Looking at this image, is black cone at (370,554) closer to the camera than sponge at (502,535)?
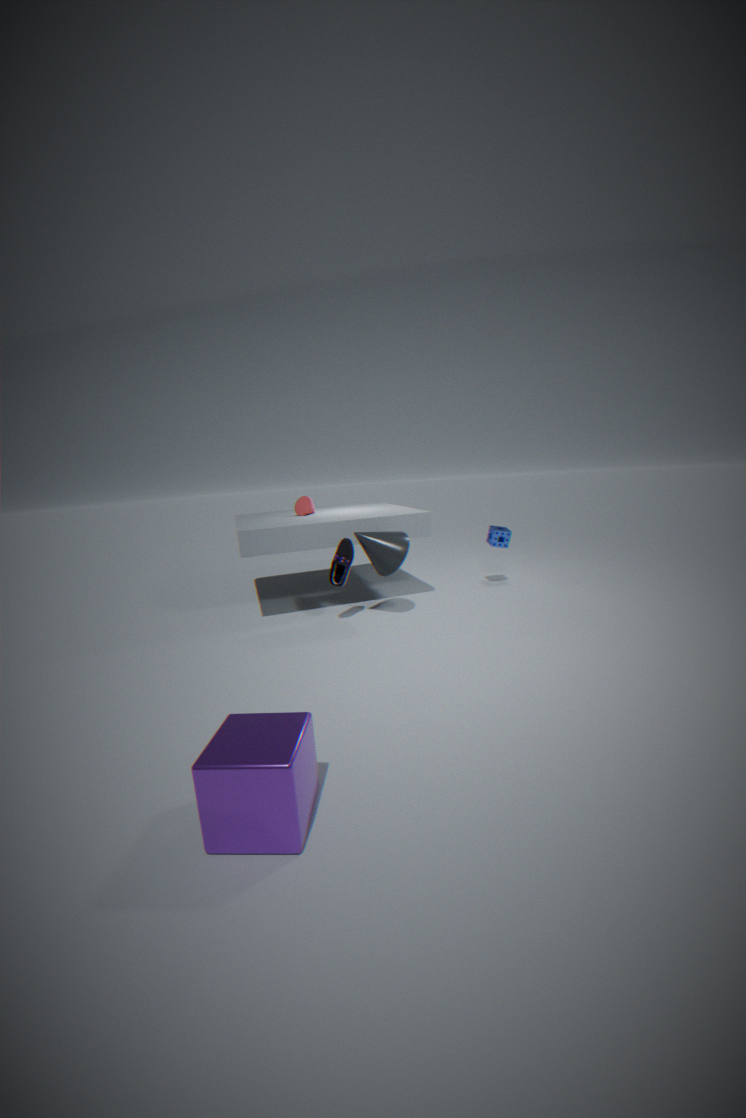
Yes
